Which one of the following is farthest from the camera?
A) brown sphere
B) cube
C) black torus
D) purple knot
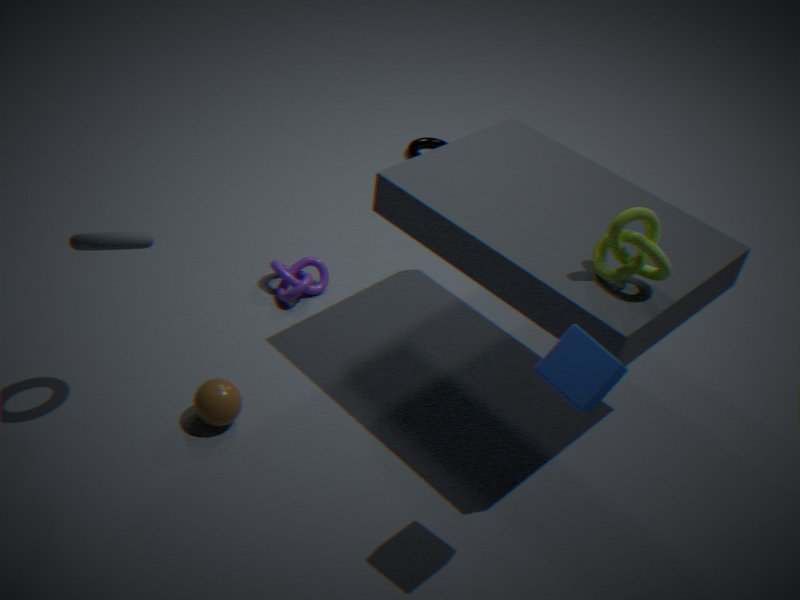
black torus
